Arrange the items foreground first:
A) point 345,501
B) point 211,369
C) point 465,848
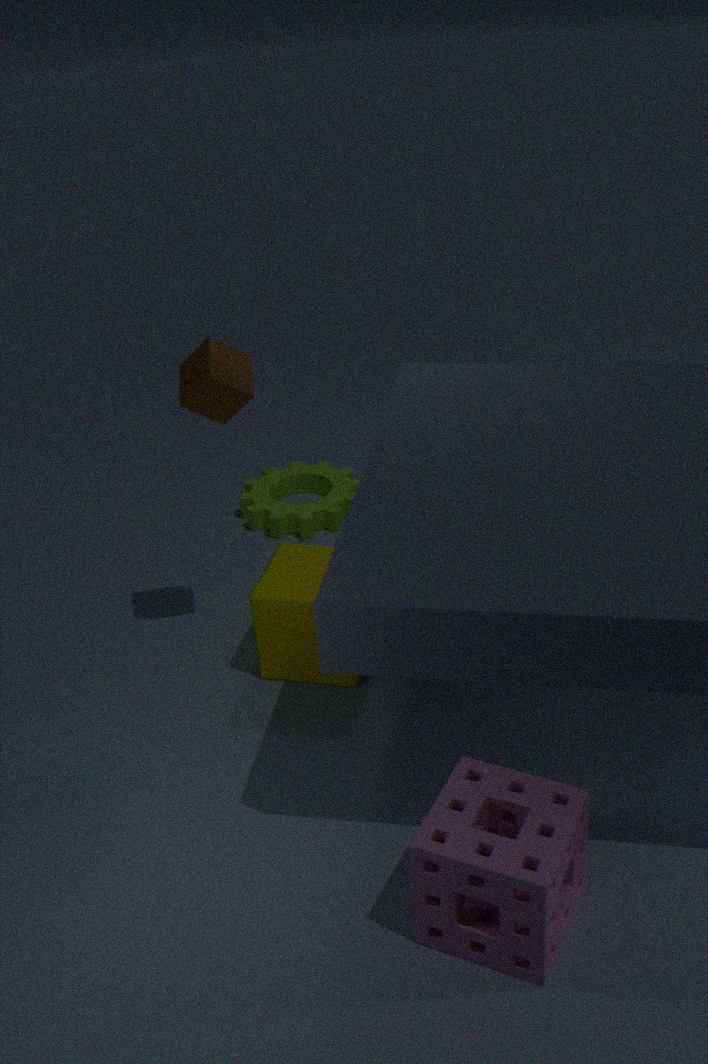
point 465,848 < point 211,369 < point 345,501
